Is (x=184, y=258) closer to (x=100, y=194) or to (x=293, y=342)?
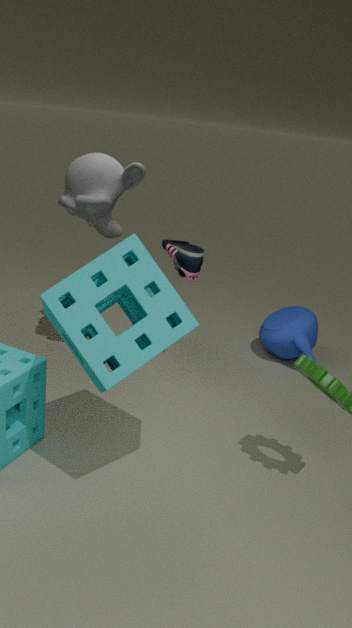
(x=100, y=194)
